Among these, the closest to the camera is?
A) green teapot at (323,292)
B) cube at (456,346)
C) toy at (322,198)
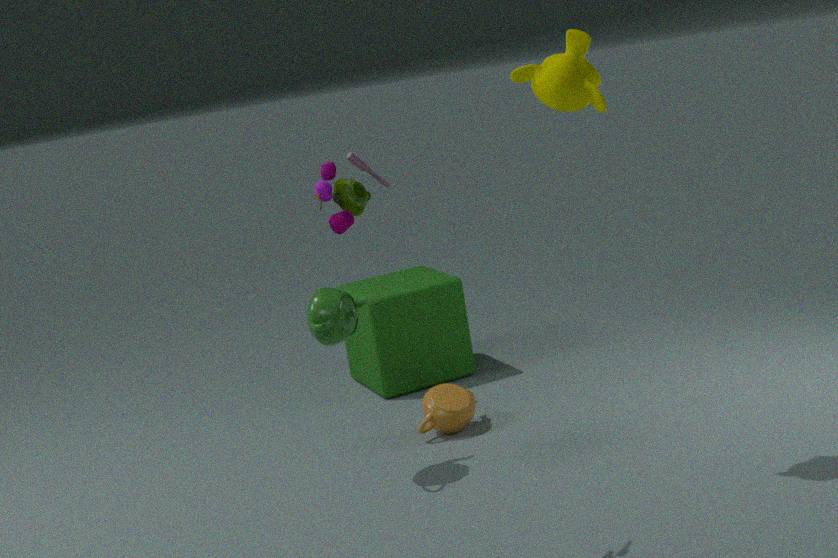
toy at (322,198)
